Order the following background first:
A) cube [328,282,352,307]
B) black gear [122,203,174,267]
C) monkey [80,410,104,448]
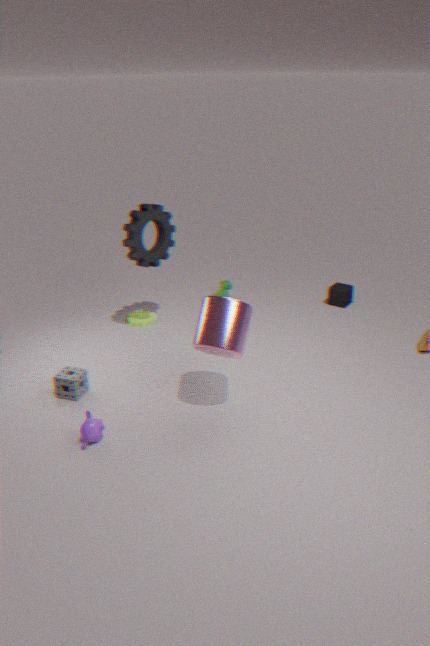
cube [328,282,352,307] < black gear [122,203,174,267] < monkey [80,410,104,448]
